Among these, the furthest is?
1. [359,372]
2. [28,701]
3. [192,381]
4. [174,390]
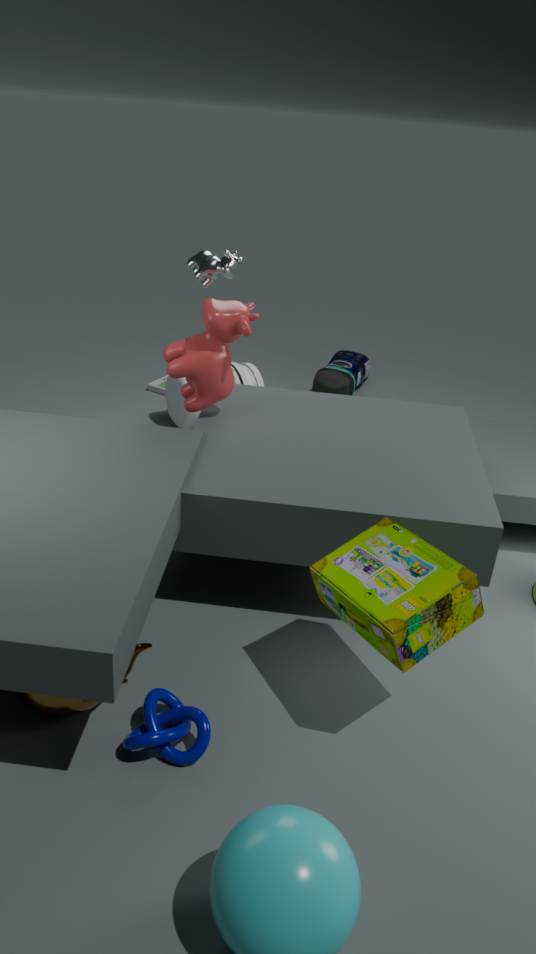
[359,372]
